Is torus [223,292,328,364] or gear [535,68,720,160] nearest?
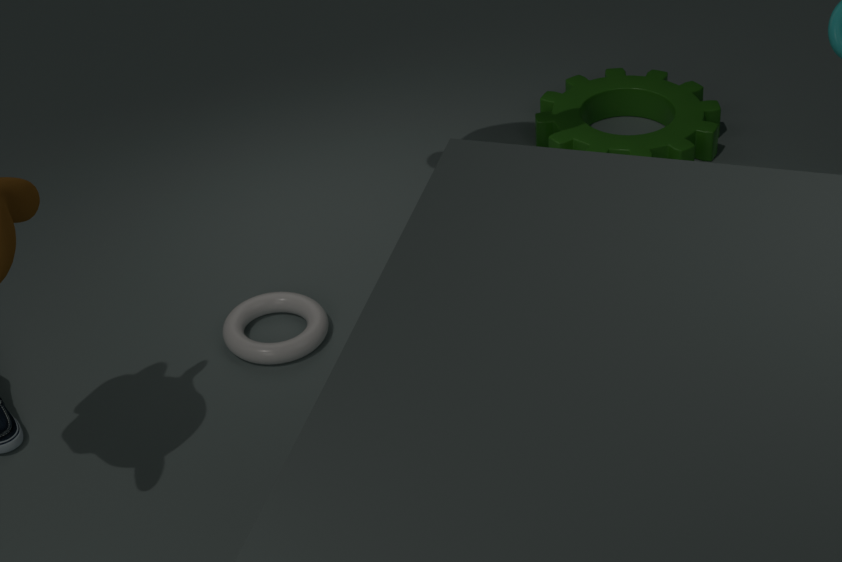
torus [223,292,328,364]
